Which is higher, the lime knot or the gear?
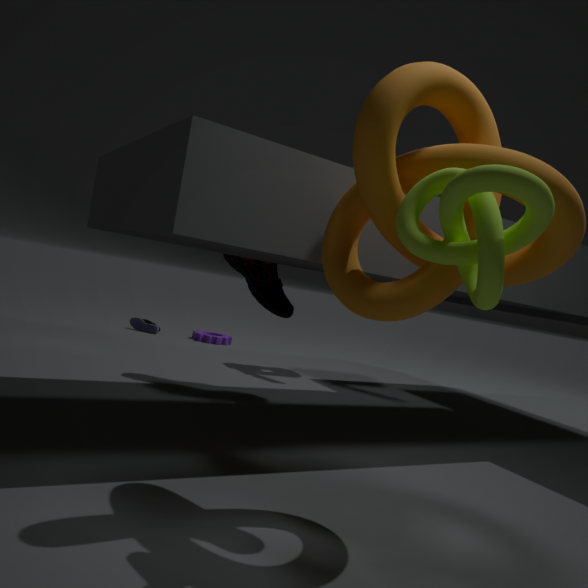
the lime knot
